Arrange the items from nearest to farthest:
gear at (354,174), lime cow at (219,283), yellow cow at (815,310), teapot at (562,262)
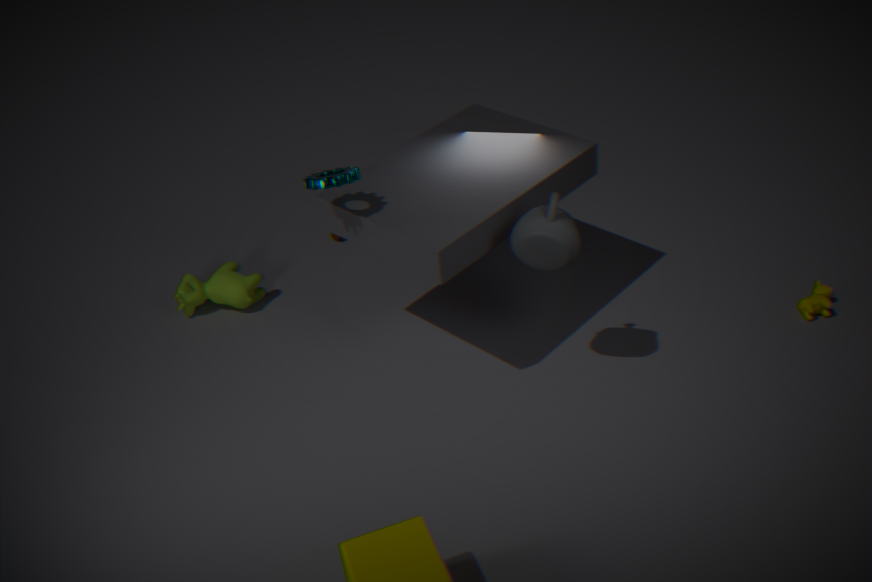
teapot at (562,262)
gear at (354,174)
yellow cow at (815,310)
lime cow at (219,283)
